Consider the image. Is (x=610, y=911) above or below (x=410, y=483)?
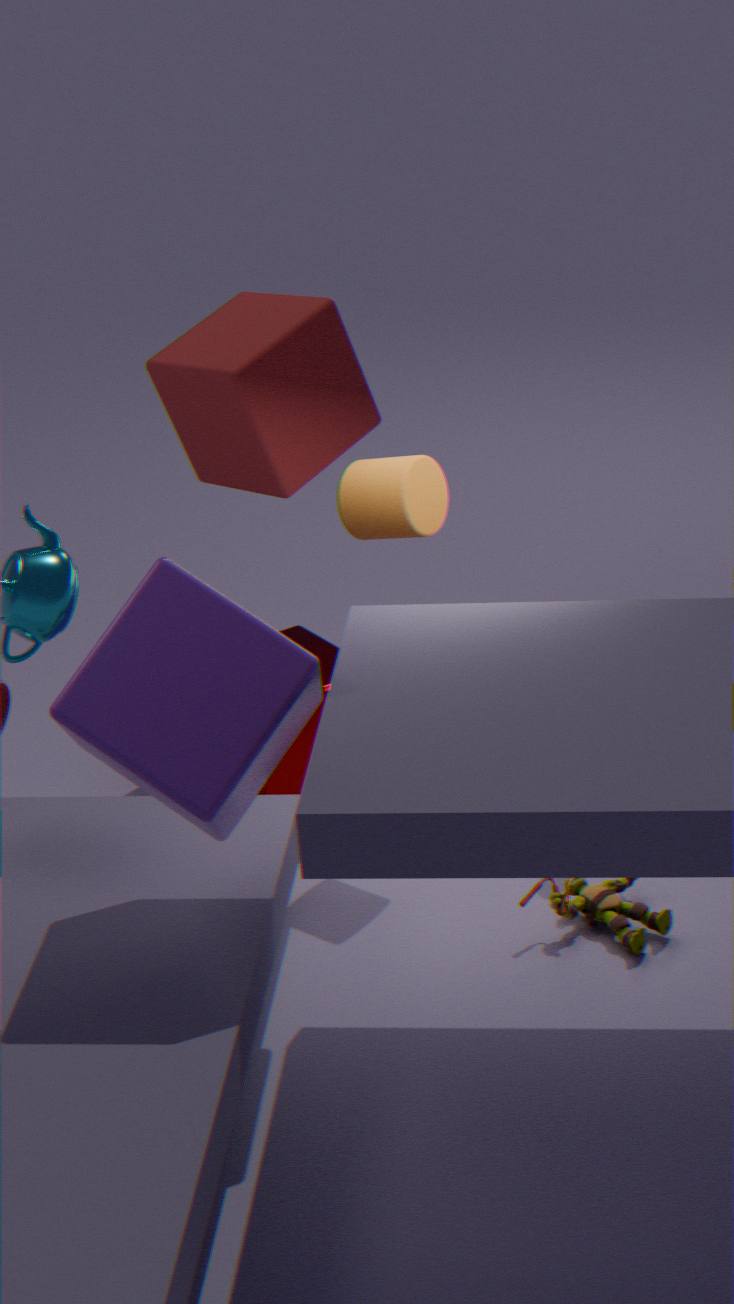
below
